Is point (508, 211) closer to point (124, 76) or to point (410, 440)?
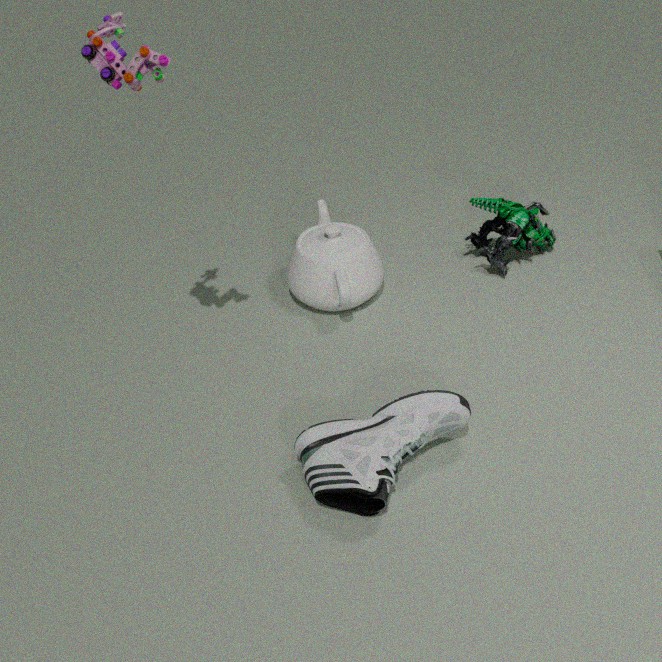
point (410, 440)
